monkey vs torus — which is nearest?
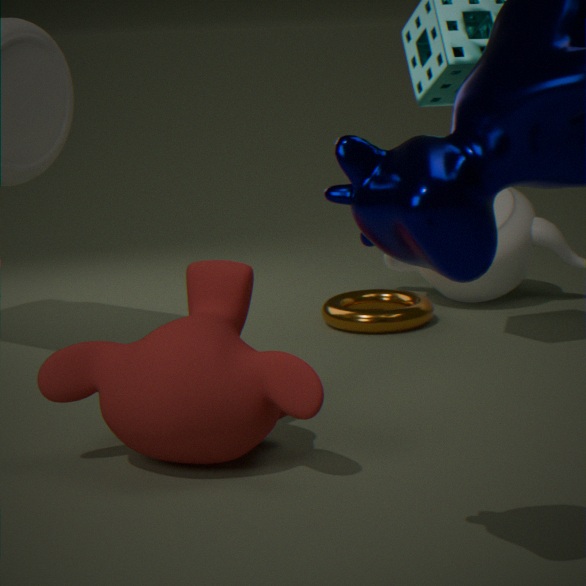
monkey
